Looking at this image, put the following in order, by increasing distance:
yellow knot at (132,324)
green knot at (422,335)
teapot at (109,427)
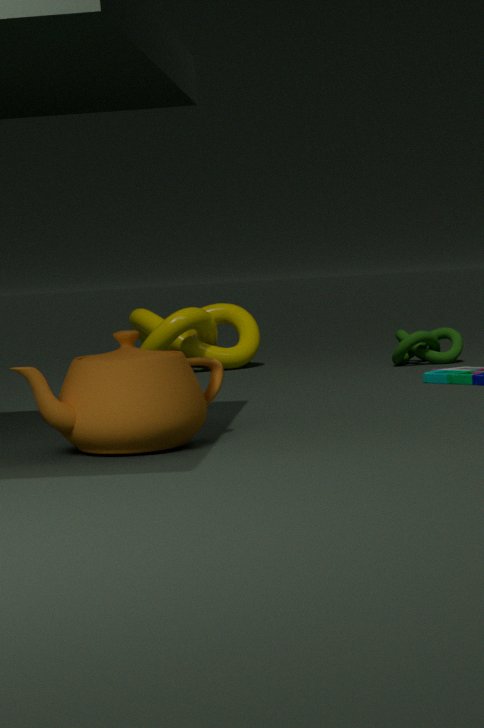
teapot at (109,427) < green knot at (422,335) < yellow knot at (132,324)
